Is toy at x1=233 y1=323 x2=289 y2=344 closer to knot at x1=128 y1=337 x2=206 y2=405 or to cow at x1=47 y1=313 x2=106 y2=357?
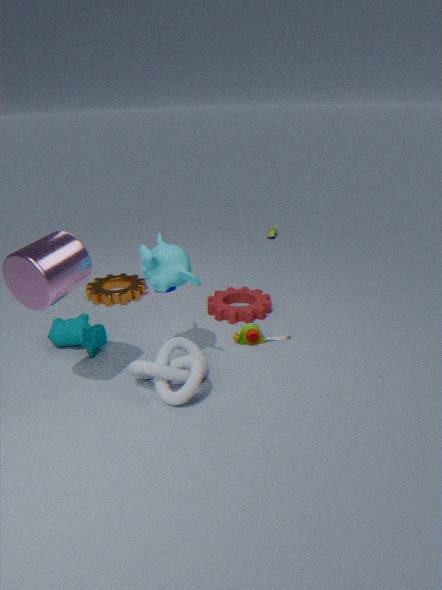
knot at x1=128 y1=337 x2=206 y2=405
